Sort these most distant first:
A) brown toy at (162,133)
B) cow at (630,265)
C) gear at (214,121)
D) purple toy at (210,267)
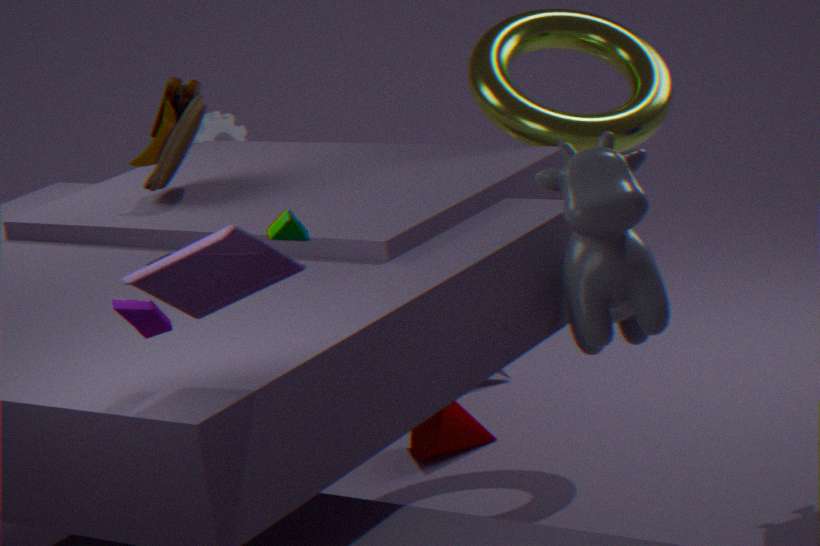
1. gear at (214,121)
2. brown toy at (162,133)
3. cow at (630,265)
4. purple toy at (210,267)
